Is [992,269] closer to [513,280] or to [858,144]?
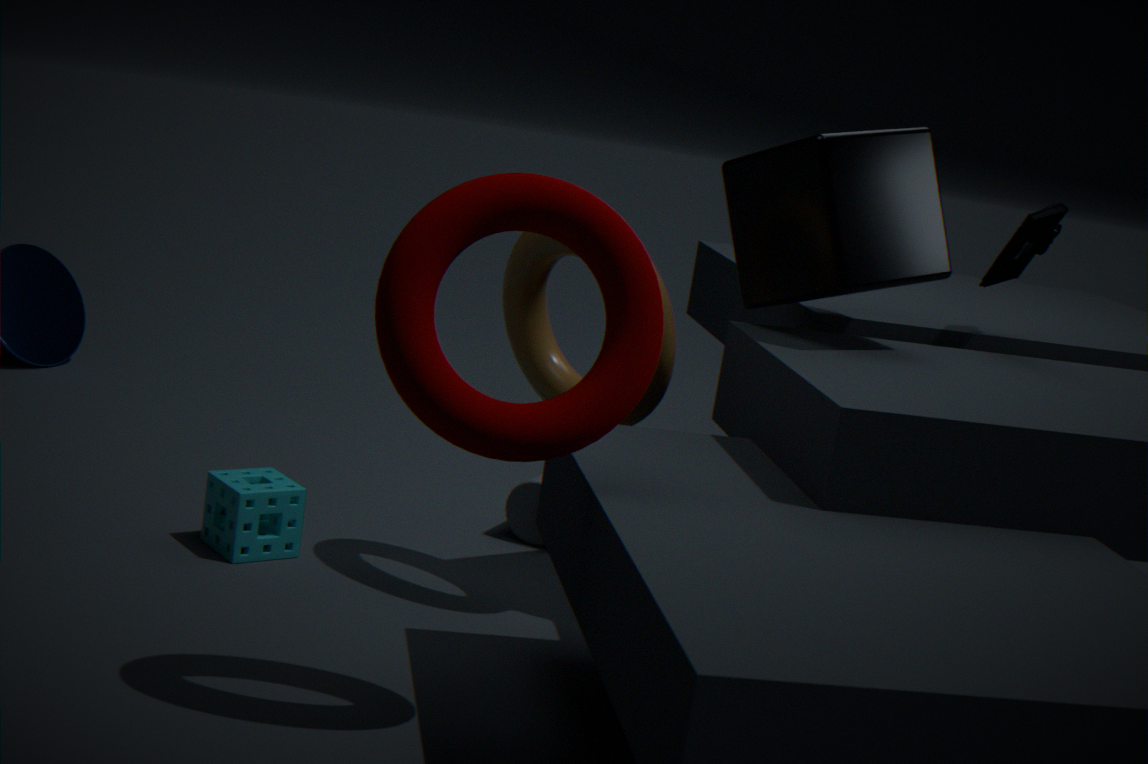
[858,144]
